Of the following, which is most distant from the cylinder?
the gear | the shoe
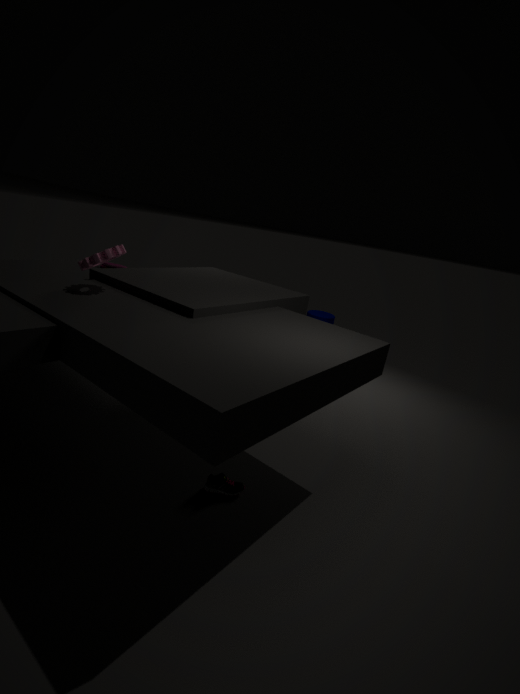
the shoe
